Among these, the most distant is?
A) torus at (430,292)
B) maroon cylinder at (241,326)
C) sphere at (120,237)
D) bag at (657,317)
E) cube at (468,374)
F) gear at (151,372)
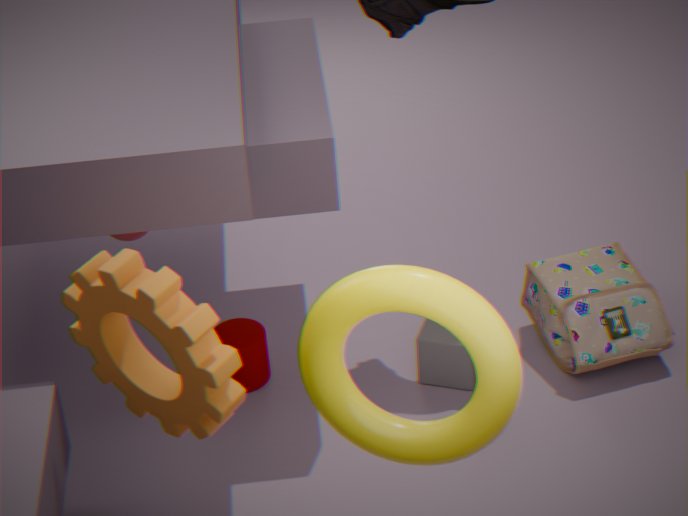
sphere at (120,237)
